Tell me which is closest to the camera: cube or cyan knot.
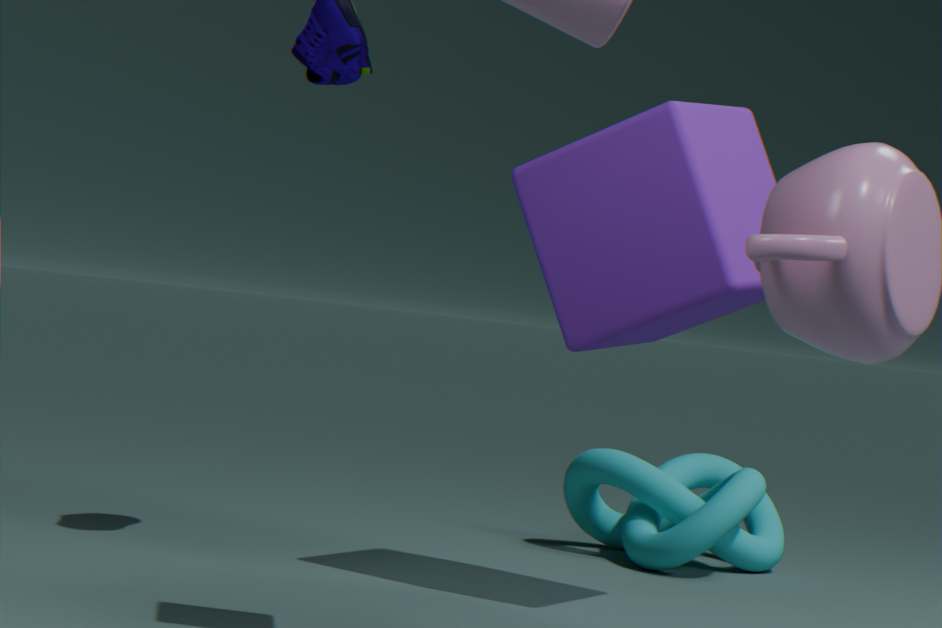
cube
